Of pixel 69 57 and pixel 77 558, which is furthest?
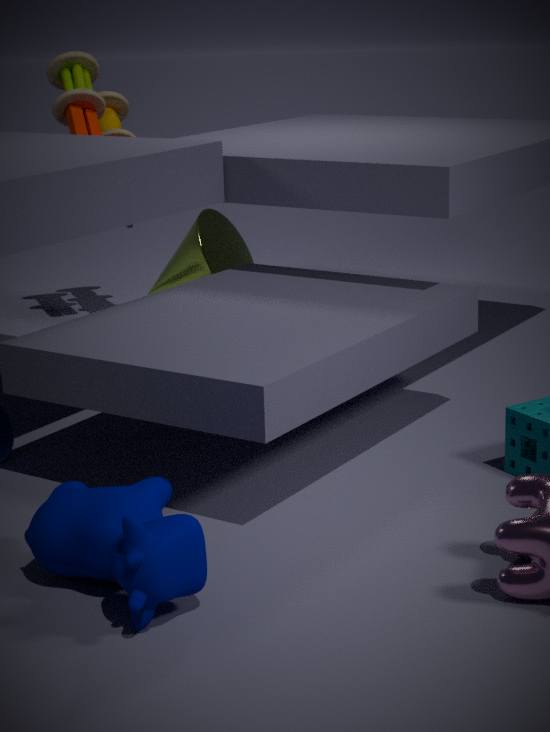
pixel 69 57
